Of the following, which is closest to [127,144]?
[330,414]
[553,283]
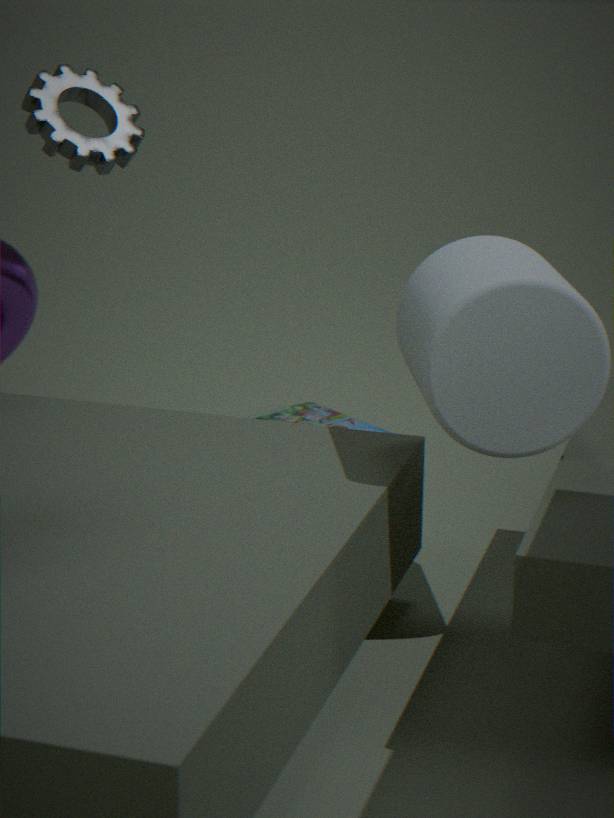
[553,283]
